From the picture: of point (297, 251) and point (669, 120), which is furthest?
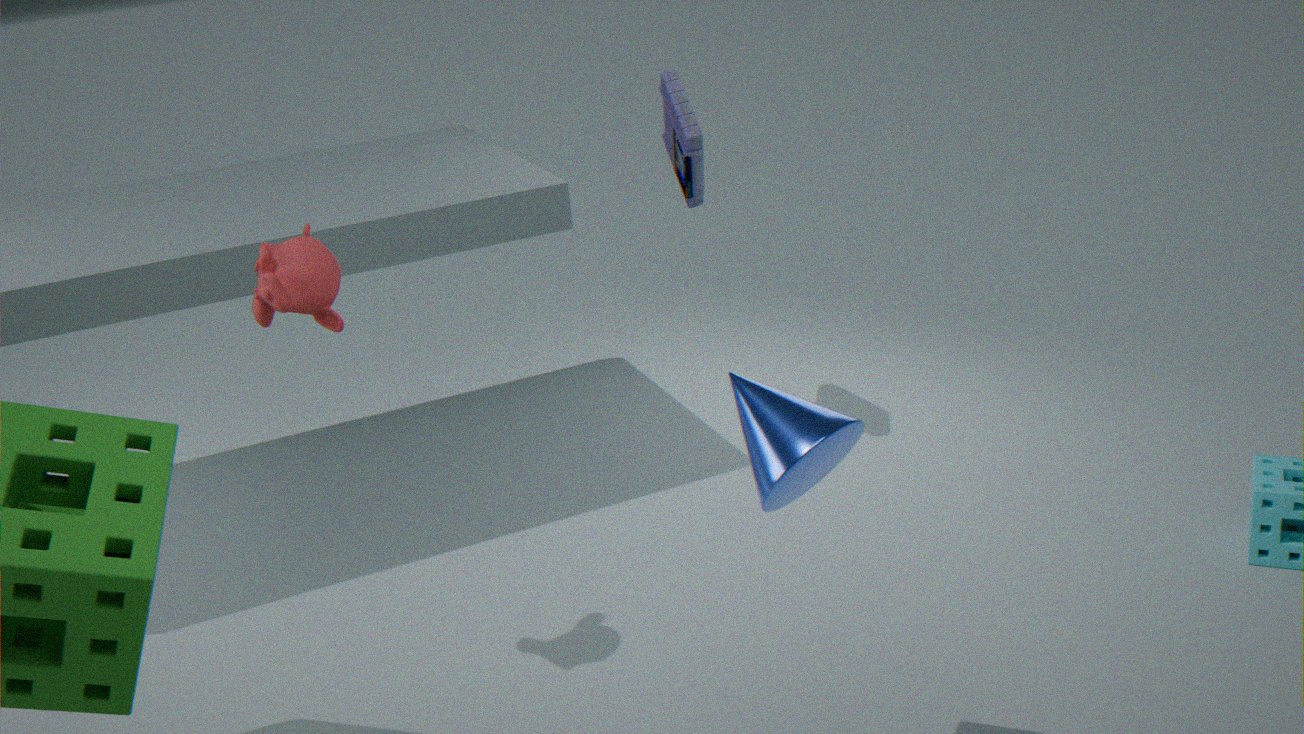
point (669, 120)
